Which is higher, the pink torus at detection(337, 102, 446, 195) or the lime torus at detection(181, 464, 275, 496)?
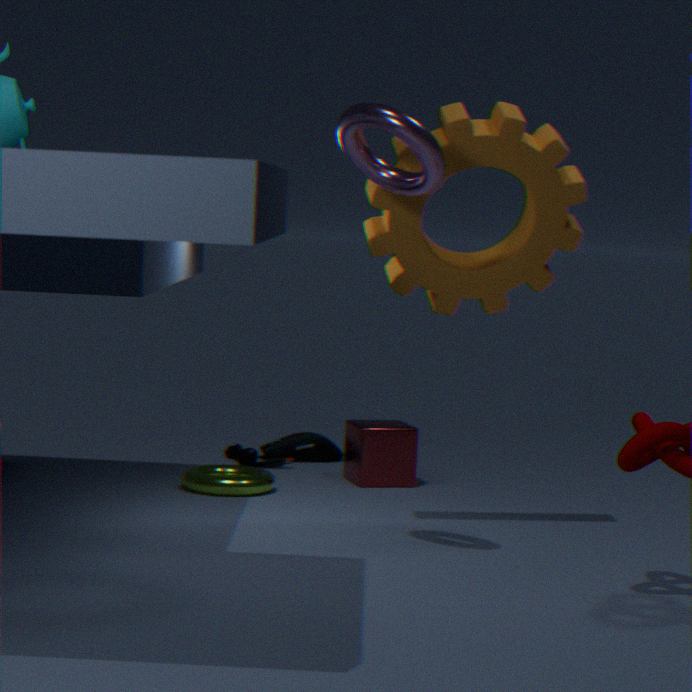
the pink torus at detection(337, 102, 446, 195)
